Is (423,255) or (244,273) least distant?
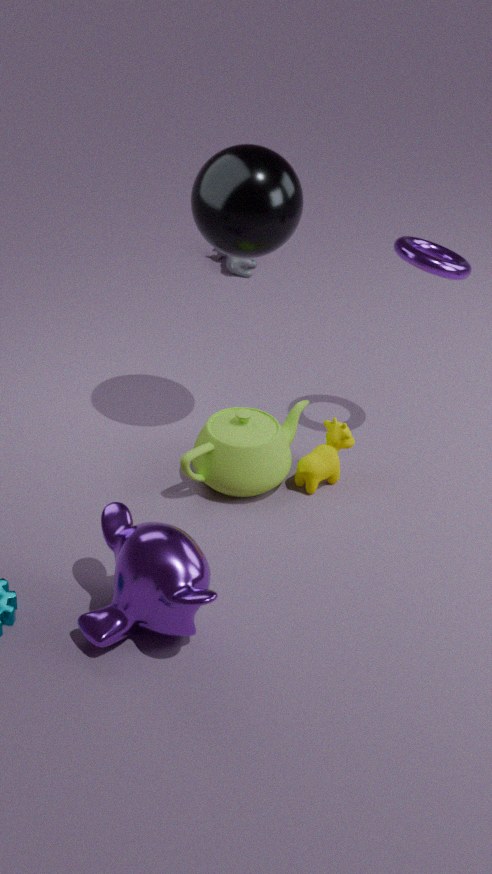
(423,255)
